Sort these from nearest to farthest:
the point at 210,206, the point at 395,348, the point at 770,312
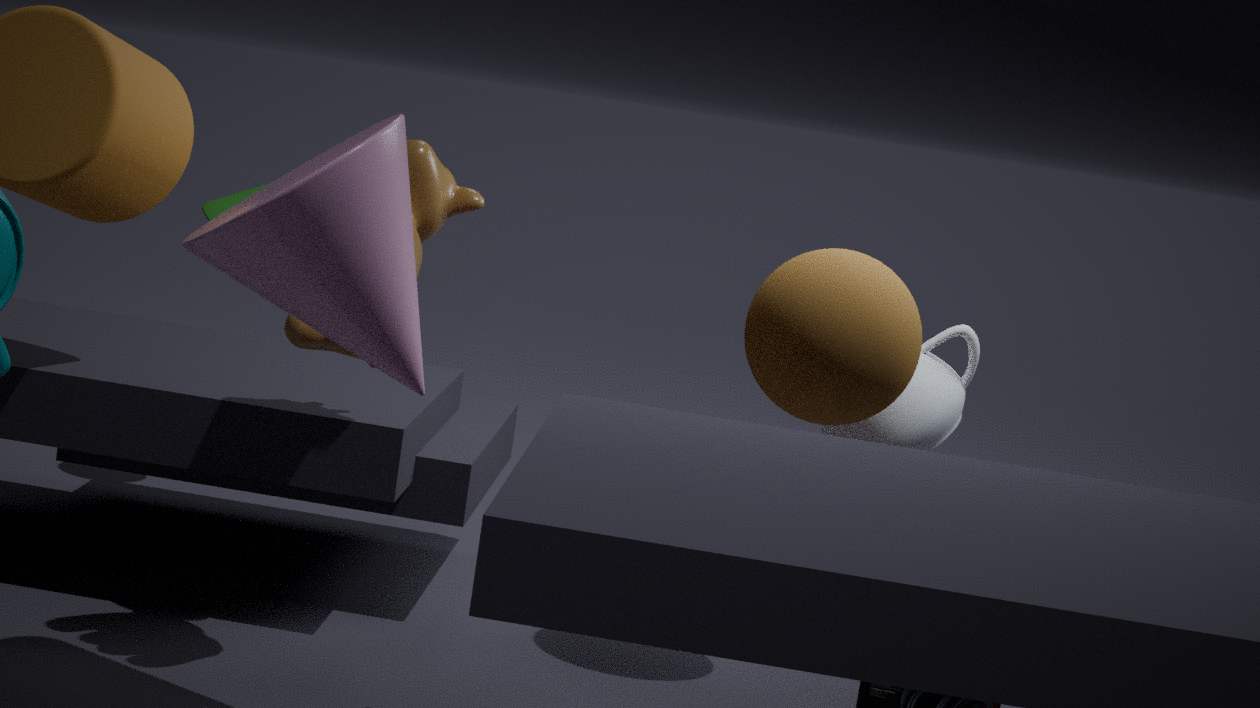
the point at 395,348, the point at 770,312, the point at 210,206
